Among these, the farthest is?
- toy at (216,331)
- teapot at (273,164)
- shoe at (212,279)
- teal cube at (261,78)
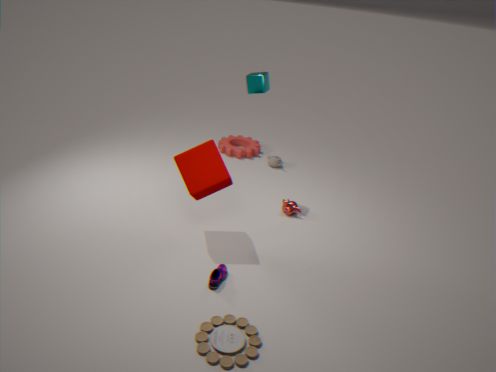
teapot at (273,164)
